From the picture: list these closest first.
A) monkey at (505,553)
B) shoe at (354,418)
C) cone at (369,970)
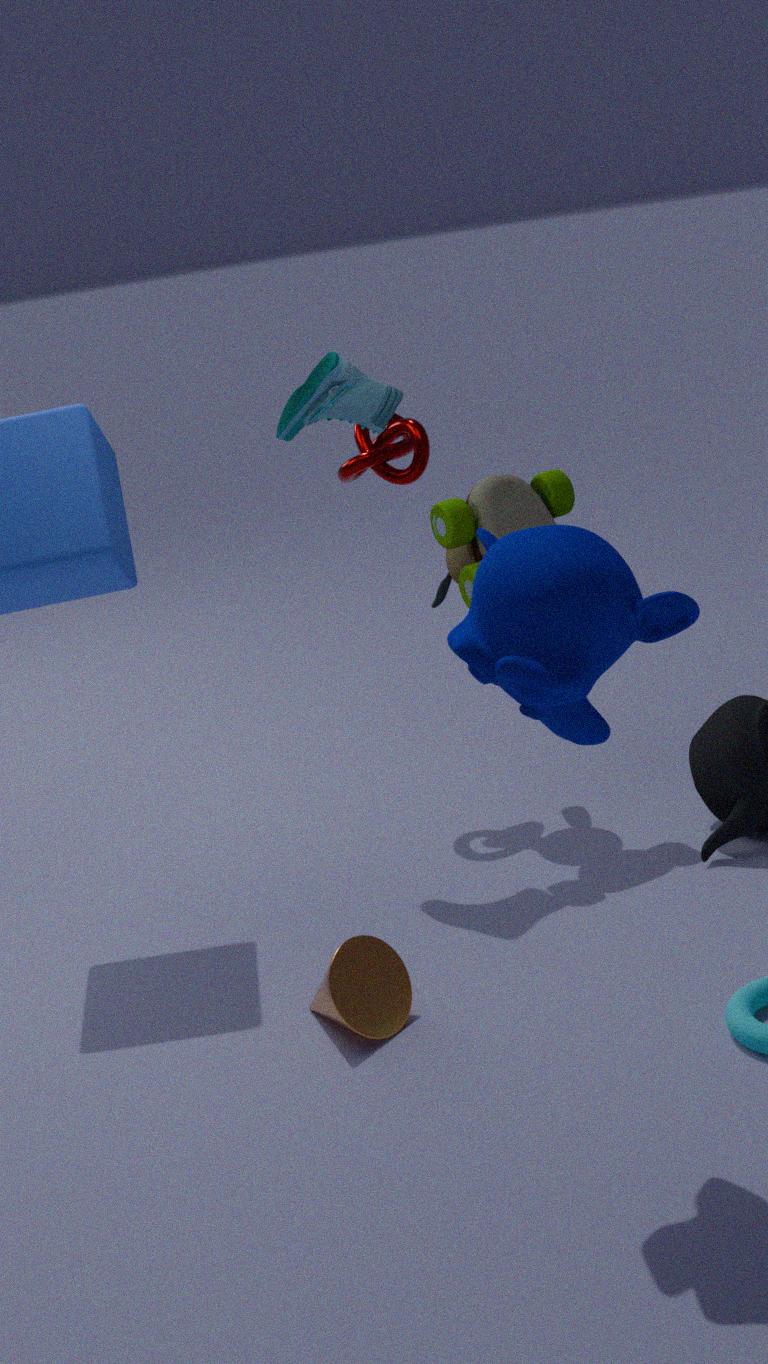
monkey at (505,553)
cone at (369,970)
shoe at (354,418)
